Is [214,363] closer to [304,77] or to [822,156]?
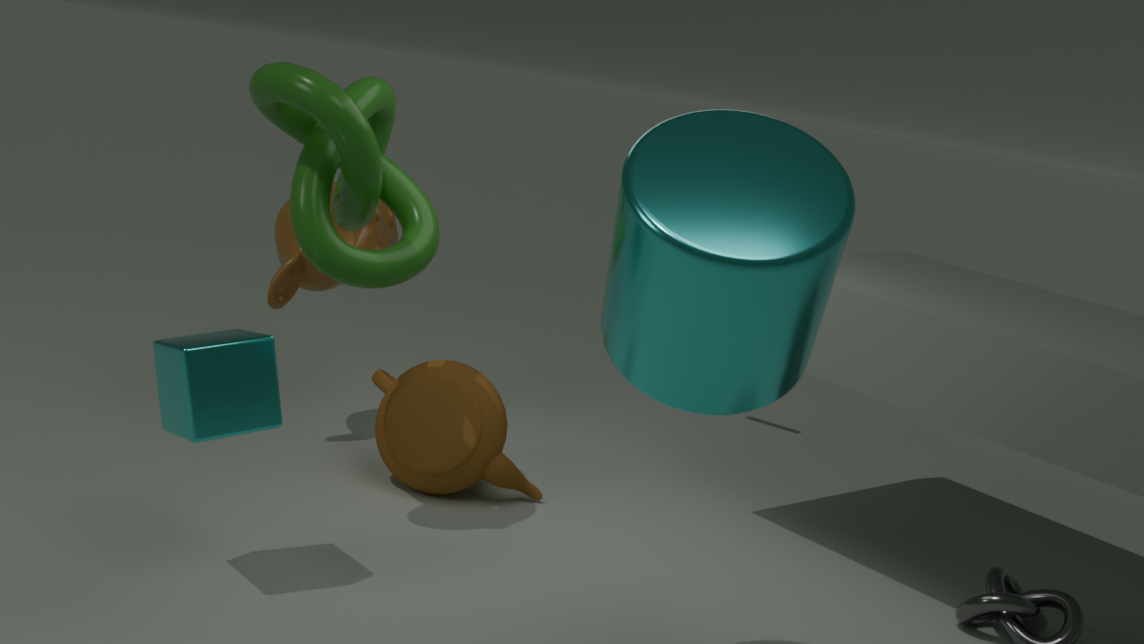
[304,77]
